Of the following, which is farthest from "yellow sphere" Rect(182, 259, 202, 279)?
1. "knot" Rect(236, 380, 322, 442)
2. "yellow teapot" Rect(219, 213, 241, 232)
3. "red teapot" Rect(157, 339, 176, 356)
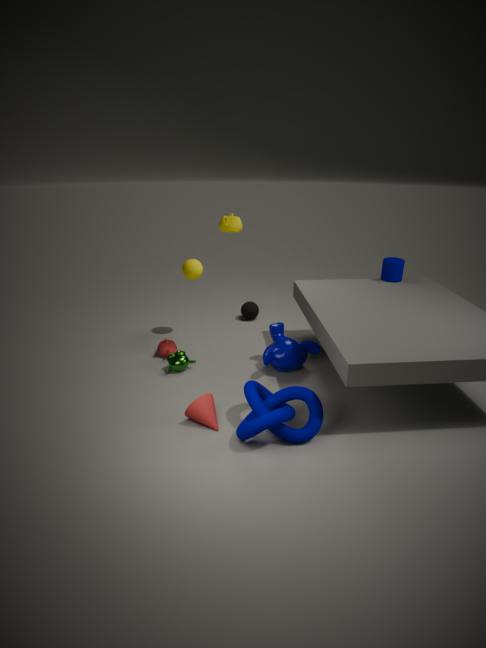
"knot" Rect(236, 380, 322, 442)
